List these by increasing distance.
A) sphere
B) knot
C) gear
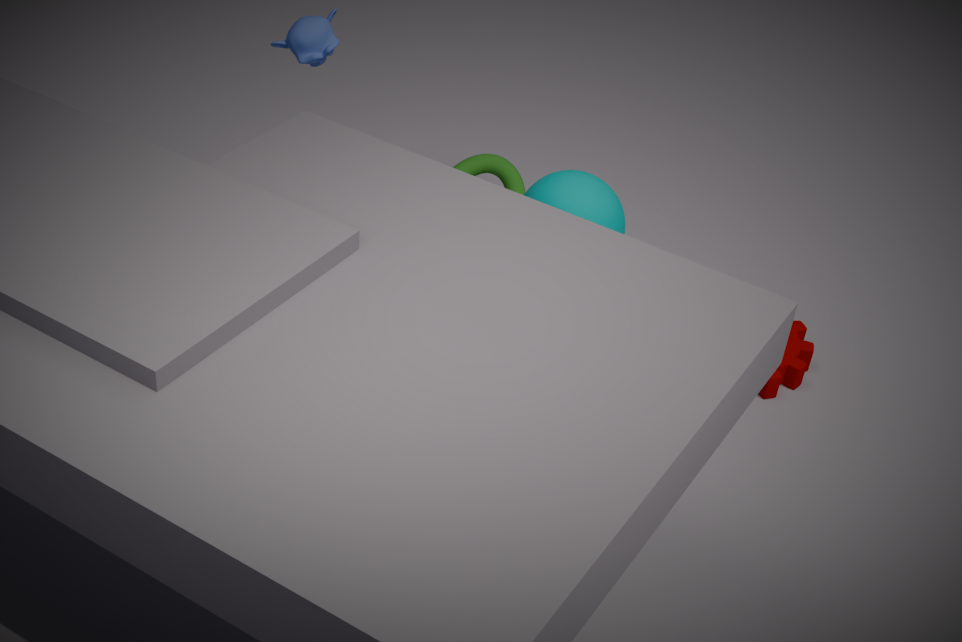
sphere < gear < knot
